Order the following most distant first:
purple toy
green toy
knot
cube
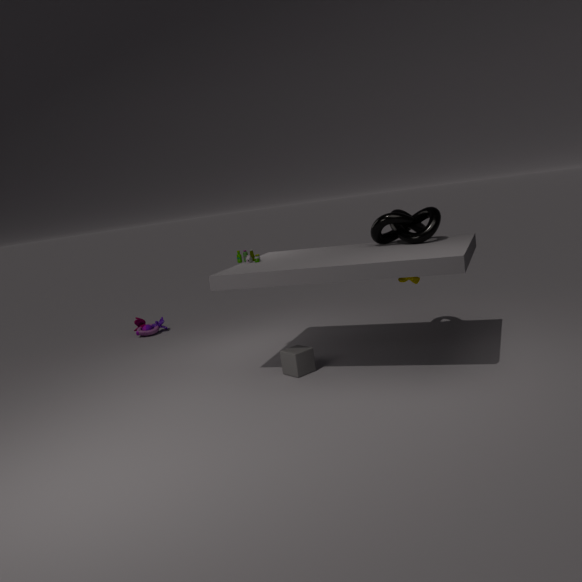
purple toy
green toy
knot
cube
